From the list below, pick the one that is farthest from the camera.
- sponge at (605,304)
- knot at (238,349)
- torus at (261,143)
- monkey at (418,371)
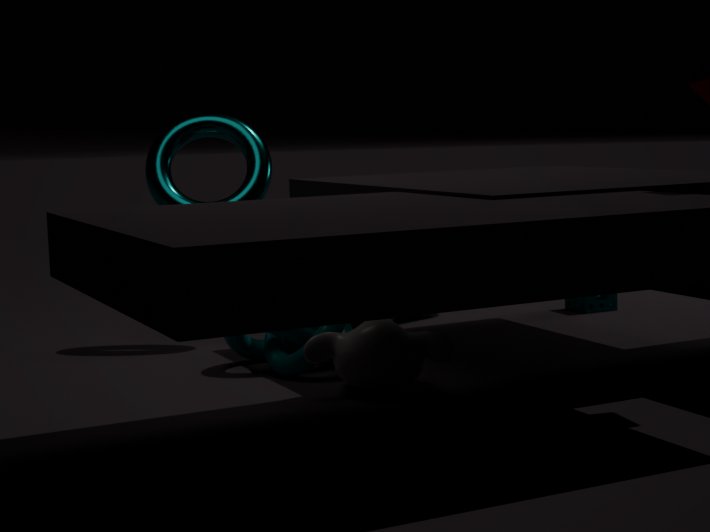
sponge at (605,304)
